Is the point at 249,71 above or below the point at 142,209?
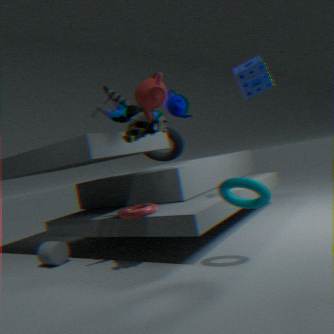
above
